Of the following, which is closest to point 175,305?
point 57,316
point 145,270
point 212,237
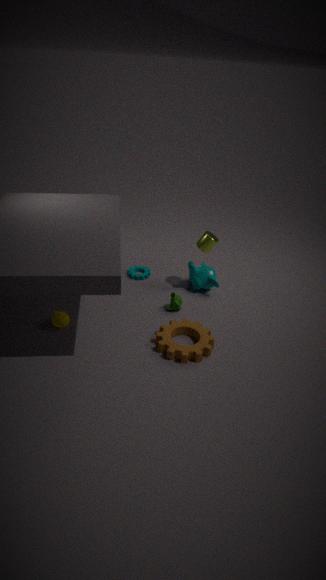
point 212,237
